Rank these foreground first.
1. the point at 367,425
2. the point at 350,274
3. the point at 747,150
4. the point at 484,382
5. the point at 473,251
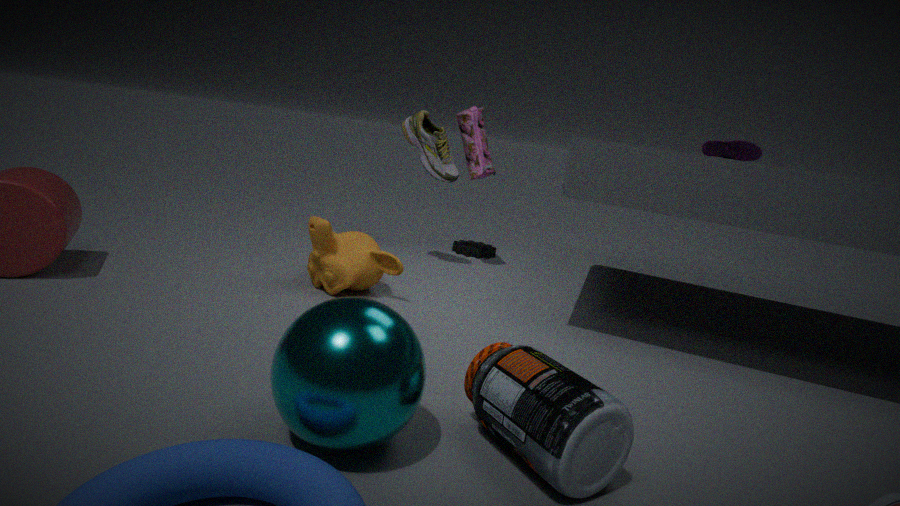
1. the point at 367,425
2. the point at 484,382
3. the point at 350,274
4. the point at 747,150
5. the point at 473,251
